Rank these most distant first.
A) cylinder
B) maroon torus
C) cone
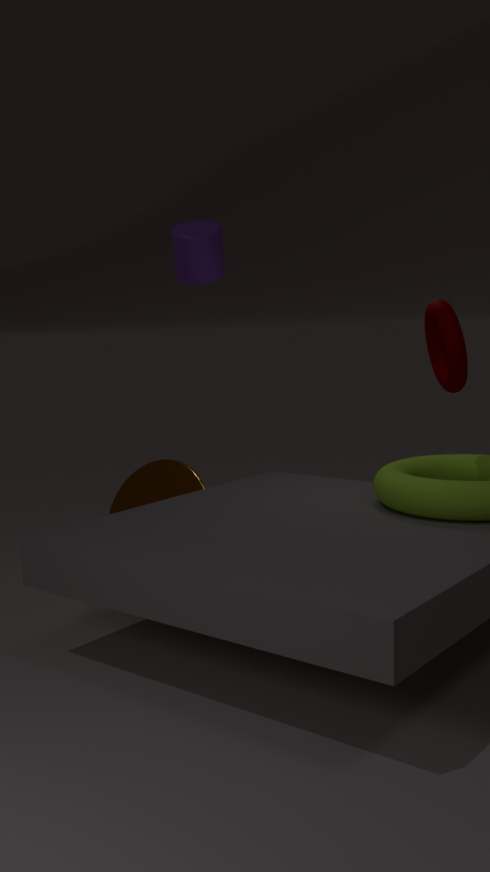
cone < cylinder < maroon torus
